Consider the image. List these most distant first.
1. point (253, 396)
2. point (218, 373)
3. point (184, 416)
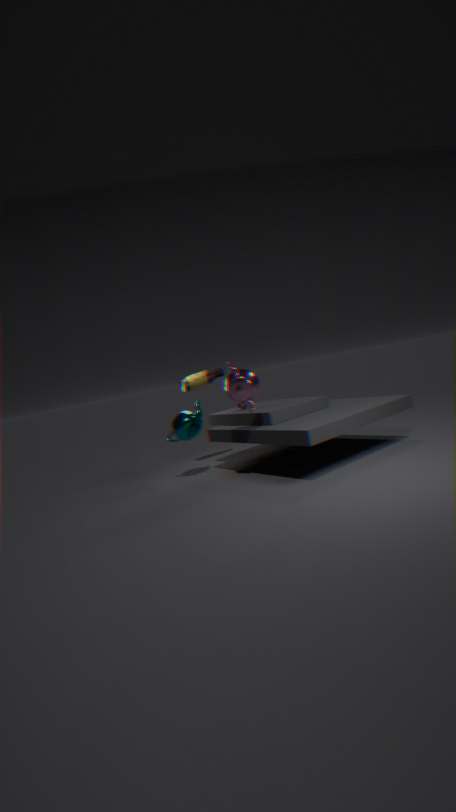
point (218, 373), point (184, 416), point (253, 396)
